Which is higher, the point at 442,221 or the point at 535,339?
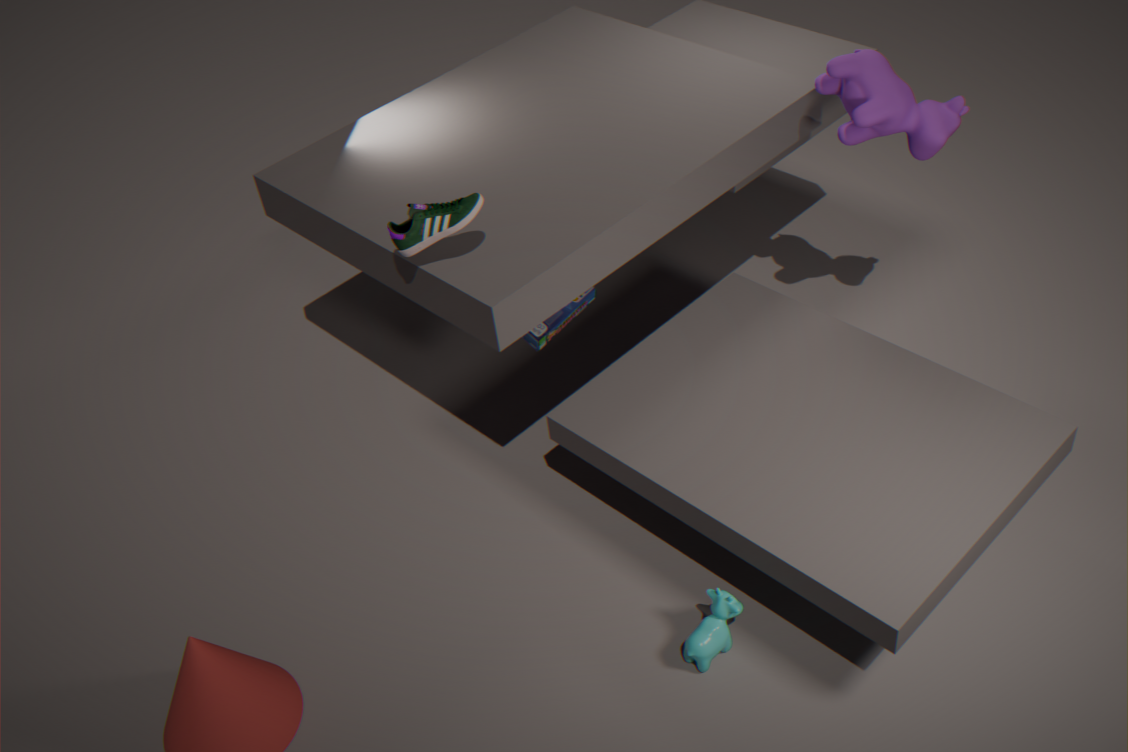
the point at 442,221
